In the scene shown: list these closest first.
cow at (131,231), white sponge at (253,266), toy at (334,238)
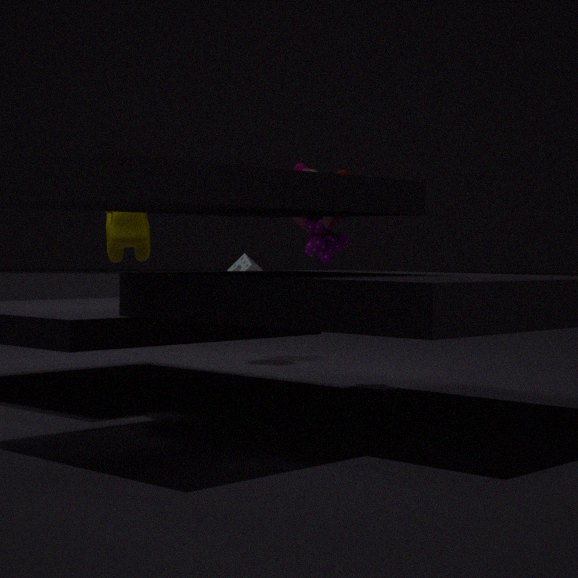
cow at (131,231), toy at (334,238), white sponge at (253,266)
